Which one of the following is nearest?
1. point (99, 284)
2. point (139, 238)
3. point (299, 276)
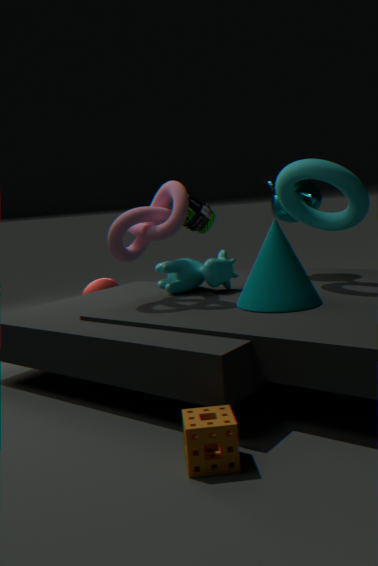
point (299, 276)
